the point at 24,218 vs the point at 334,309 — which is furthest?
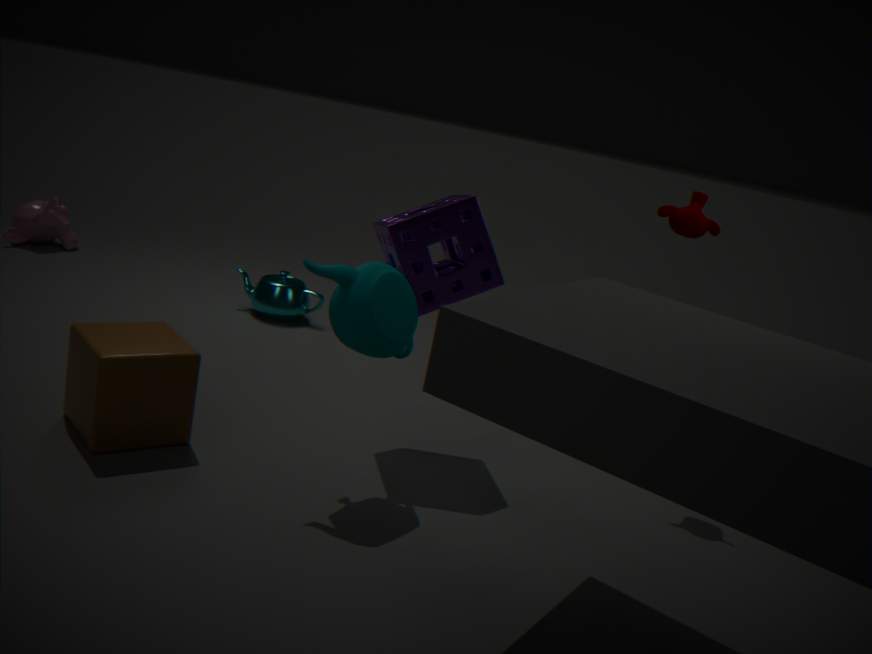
the point at 24,218
